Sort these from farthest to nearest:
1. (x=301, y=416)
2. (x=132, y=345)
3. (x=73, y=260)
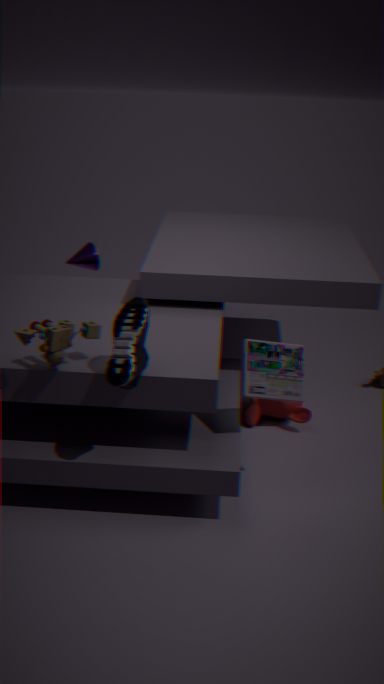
1. (x=73, y=260)
2. (x=301, y=416)
3. (x=132, y=345)
